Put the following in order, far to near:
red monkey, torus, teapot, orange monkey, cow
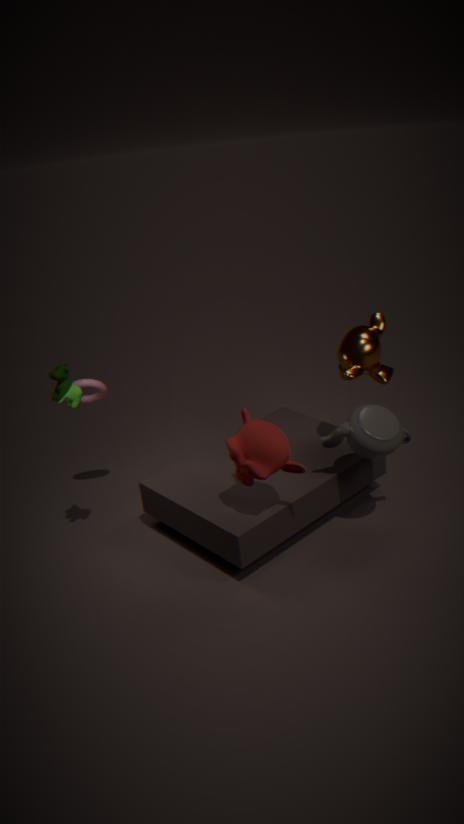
torus, orange monkey, teapot, cow, red monkey
